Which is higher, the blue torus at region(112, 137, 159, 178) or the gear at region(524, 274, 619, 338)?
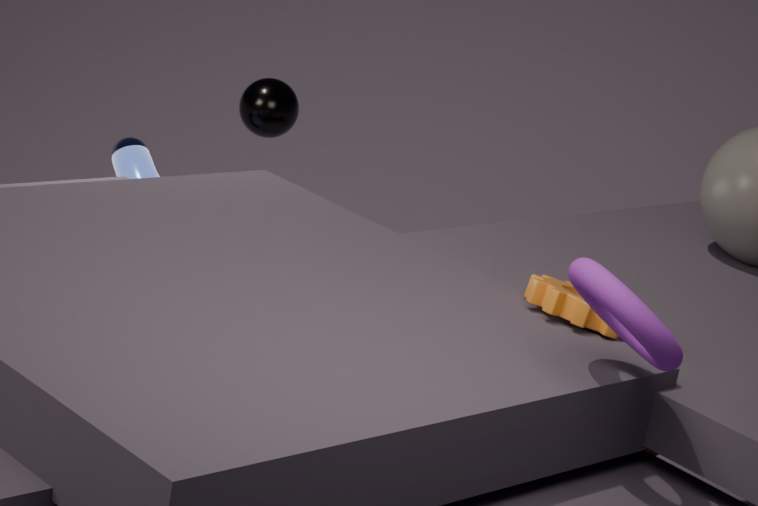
the gear at region(524, 274, 619, 338)
